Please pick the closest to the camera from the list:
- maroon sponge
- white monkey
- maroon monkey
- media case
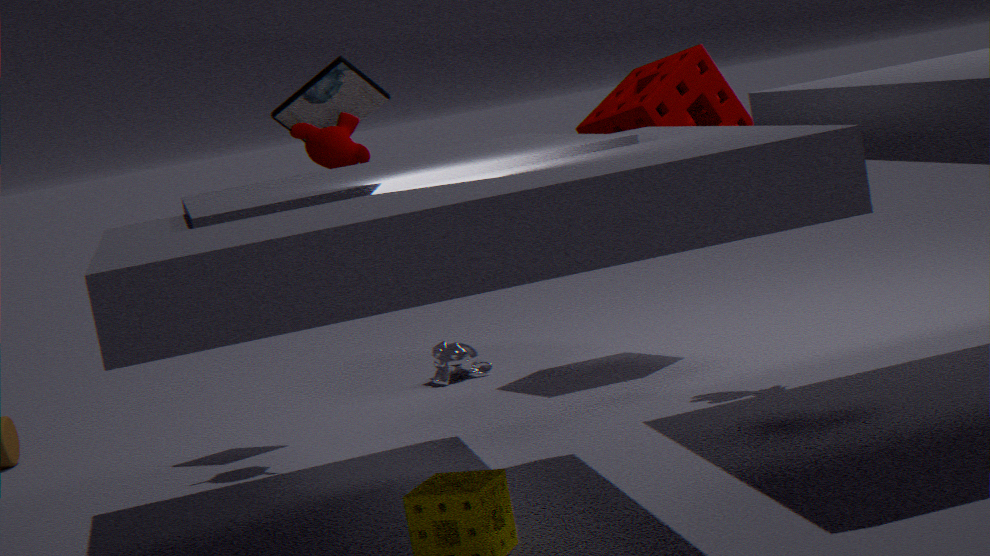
maroon monkey
